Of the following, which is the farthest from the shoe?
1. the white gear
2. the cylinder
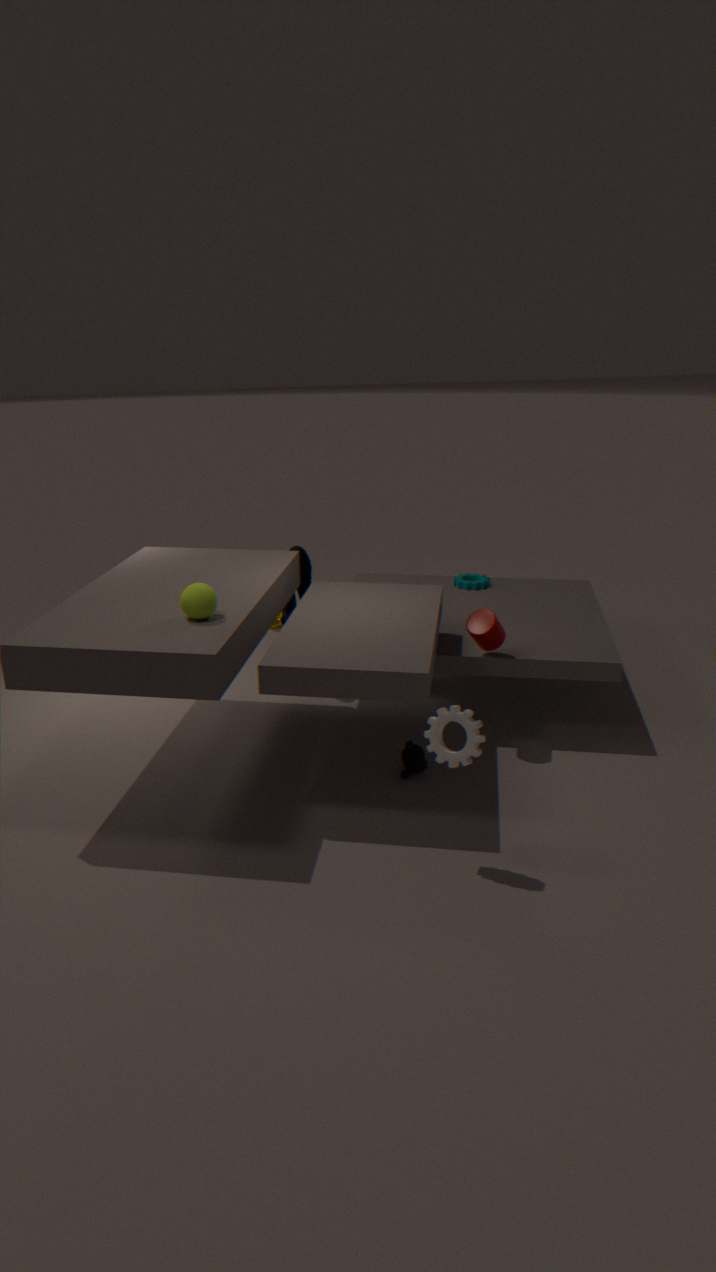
the white gear
